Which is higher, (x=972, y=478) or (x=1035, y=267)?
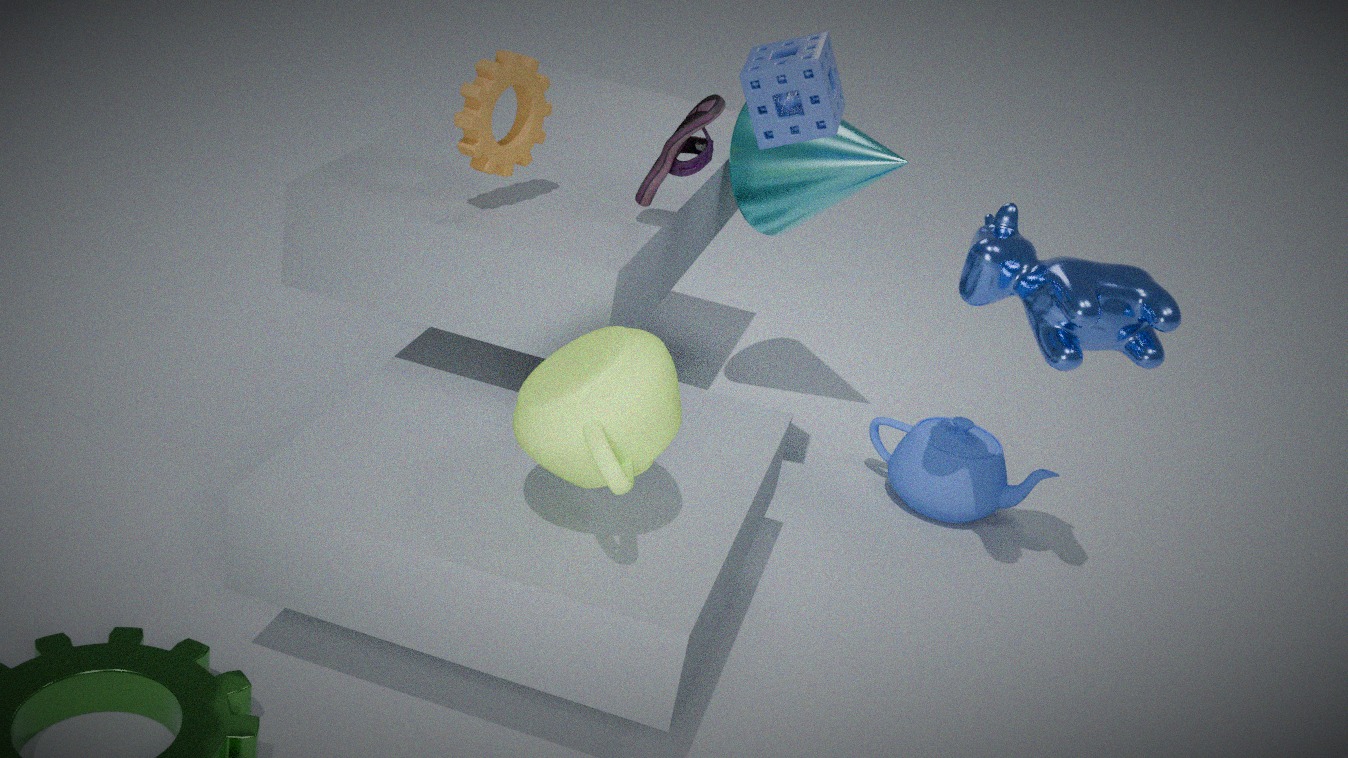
(x=1035, y=267)
